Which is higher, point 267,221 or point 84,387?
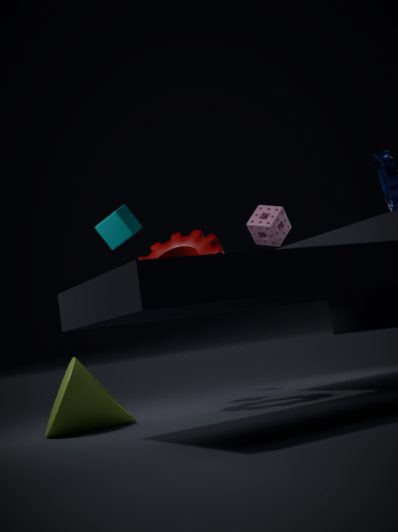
point 267,221
